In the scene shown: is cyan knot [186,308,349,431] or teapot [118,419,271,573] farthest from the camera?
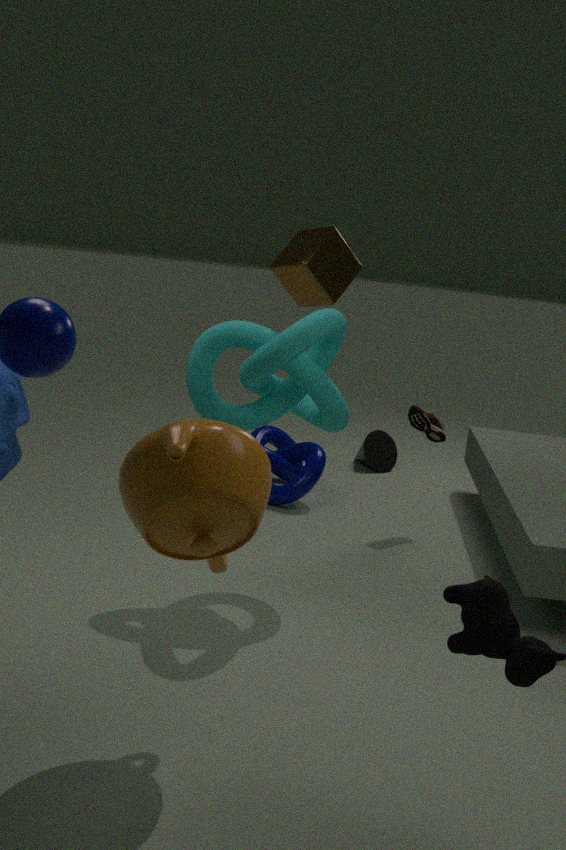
cyan knot [186,308,349,431]
